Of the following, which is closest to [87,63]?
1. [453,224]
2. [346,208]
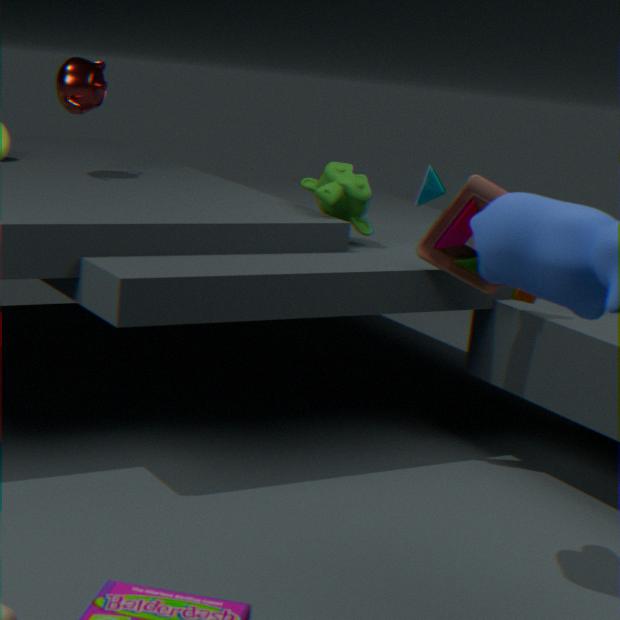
[346,208]
